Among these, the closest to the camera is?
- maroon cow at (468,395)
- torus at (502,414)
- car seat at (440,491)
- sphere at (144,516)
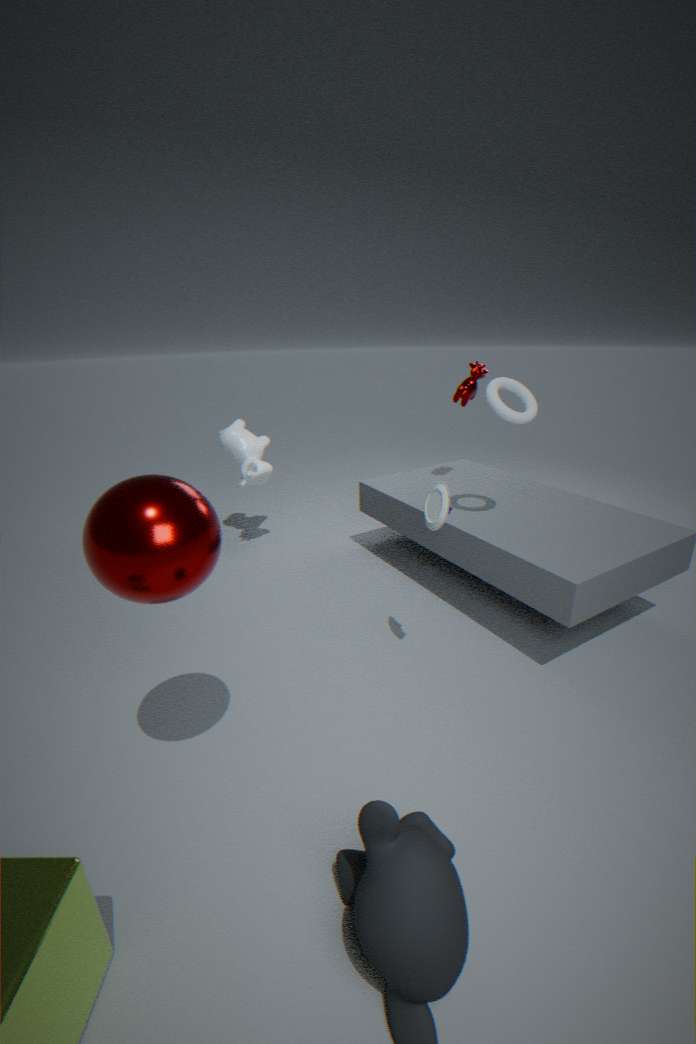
sphere at (144,516)
